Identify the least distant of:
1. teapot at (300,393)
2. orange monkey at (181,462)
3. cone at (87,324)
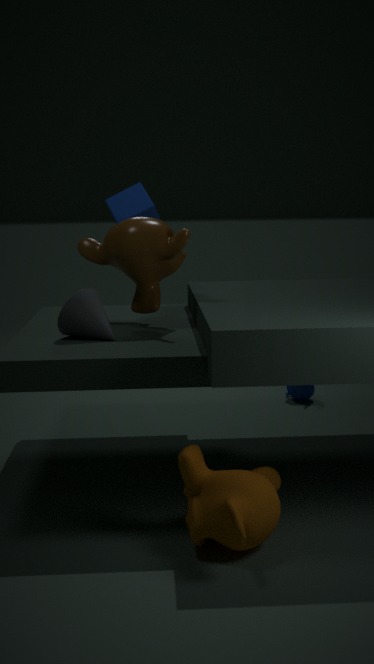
orange monkey at (181,462)
